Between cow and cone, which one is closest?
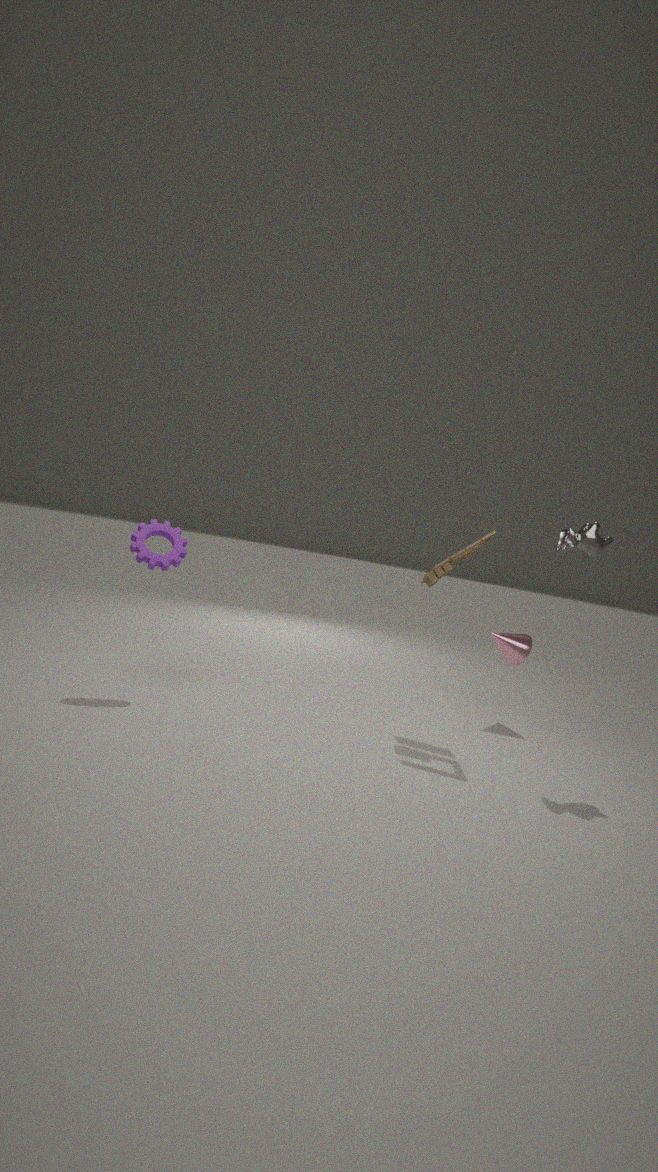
cow
